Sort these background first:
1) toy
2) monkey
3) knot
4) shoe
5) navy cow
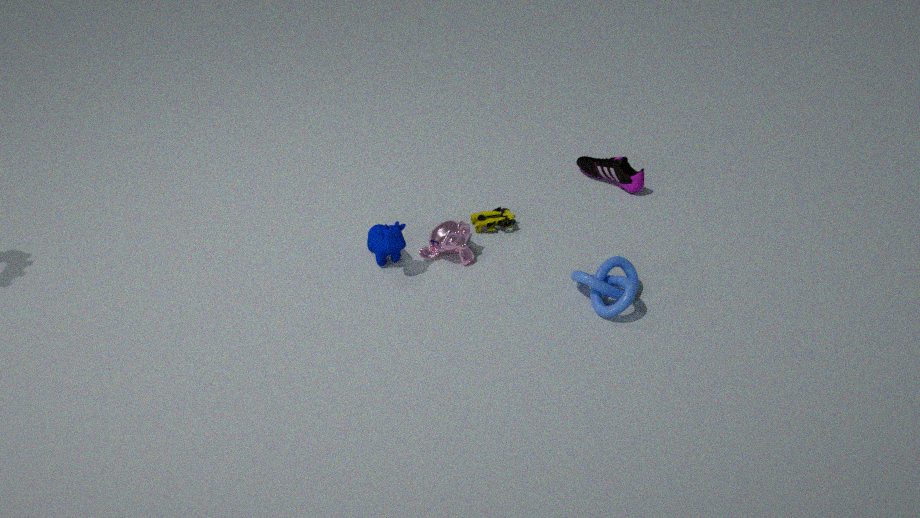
4. shoe, 1. toy, 2. monkey, 5. navy cow, 3. knot
